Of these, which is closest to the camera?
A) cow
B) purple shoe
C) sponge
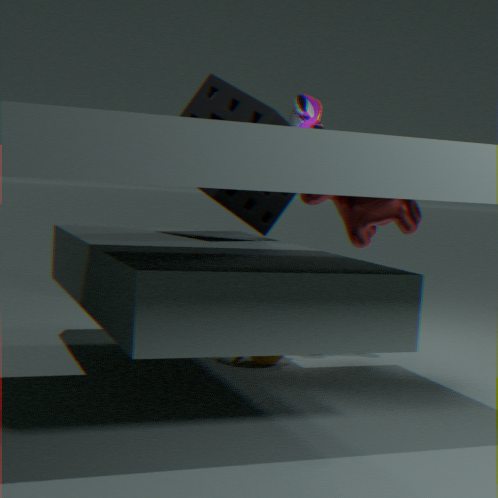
sponge
